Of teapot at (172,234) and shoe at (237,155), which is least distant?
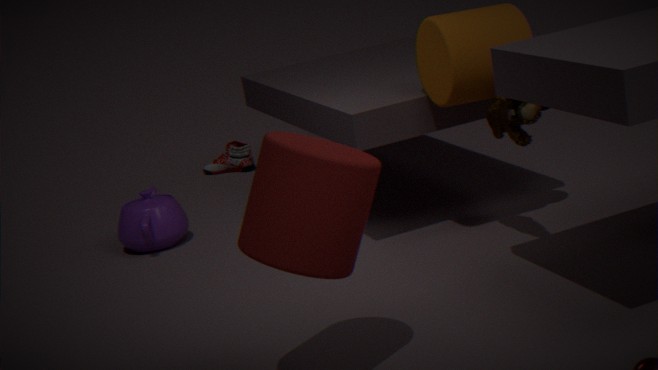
teapot at (172,234)
